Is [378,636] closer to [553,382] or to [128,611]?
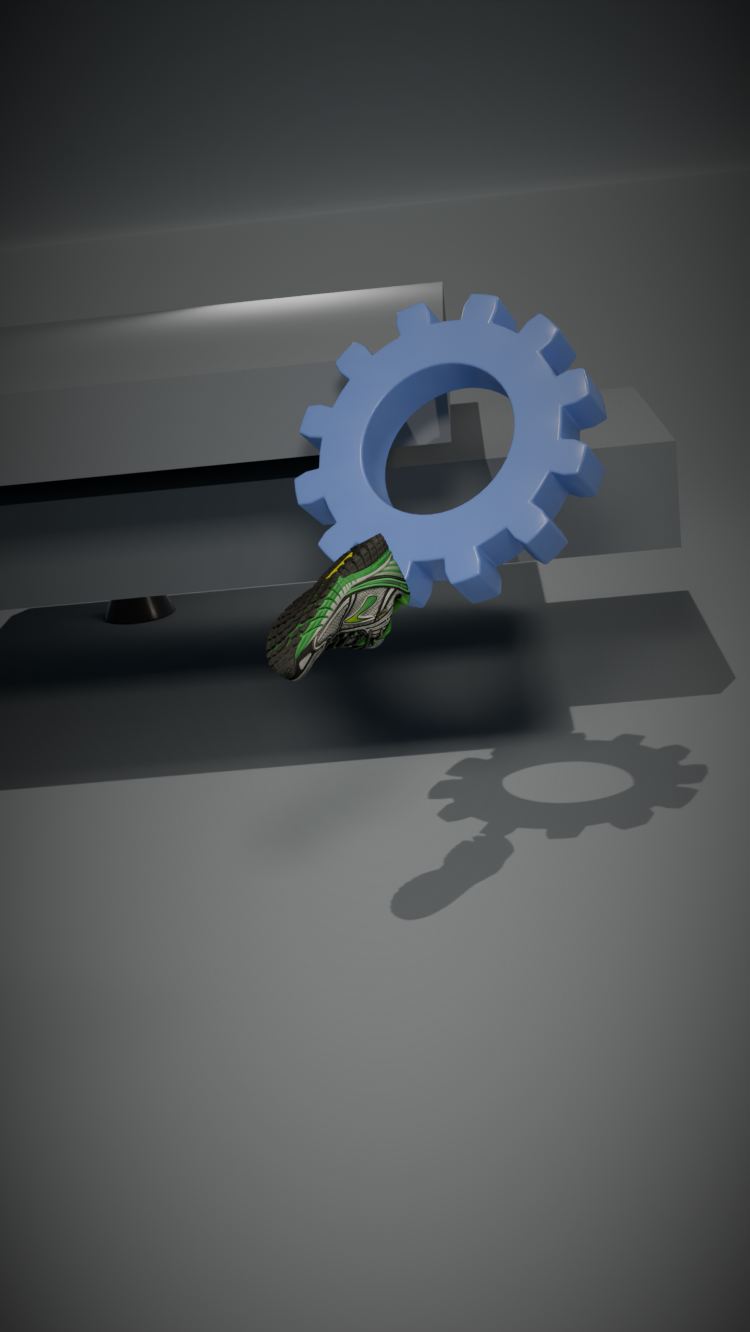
[553,382]
